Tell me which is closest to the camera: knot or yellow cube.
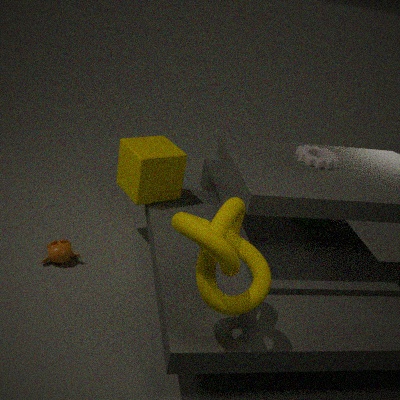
knot
